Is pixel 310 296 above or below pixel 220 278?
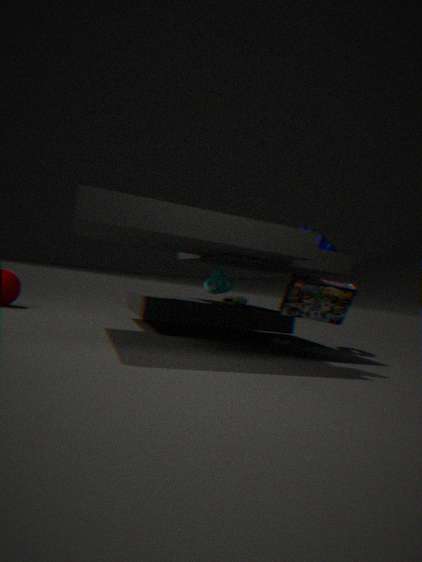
below
